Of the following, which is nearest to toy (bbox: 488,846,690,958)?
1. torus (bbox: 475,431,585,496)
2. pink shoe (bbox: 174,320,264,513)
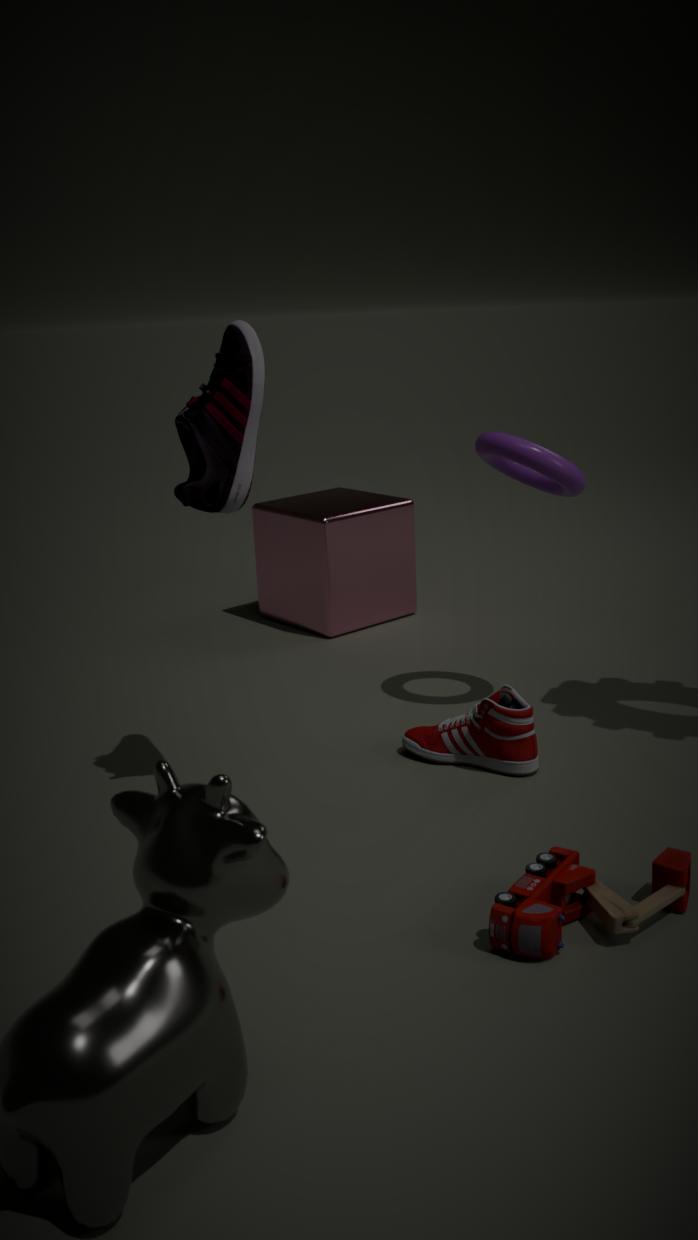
pink shoe (bbox: 174,320,264,513)
